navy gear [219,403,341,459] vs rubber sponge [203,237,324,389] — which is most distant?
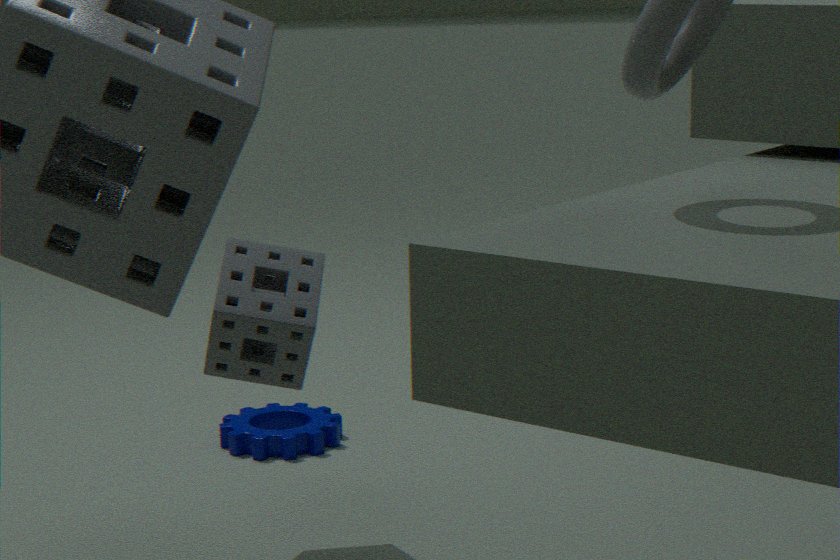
navy gear [219,403,341,459]
